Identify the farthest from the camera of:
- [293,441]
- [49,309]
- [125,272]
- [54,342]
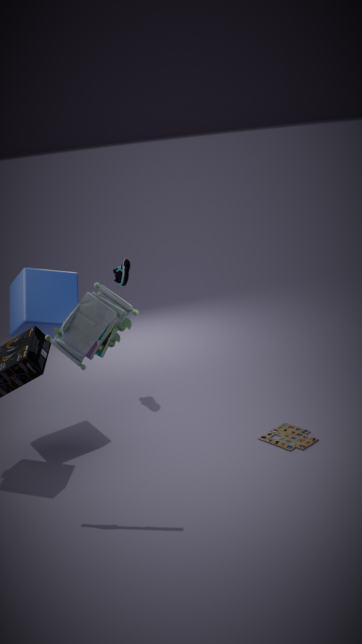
[125,272]
